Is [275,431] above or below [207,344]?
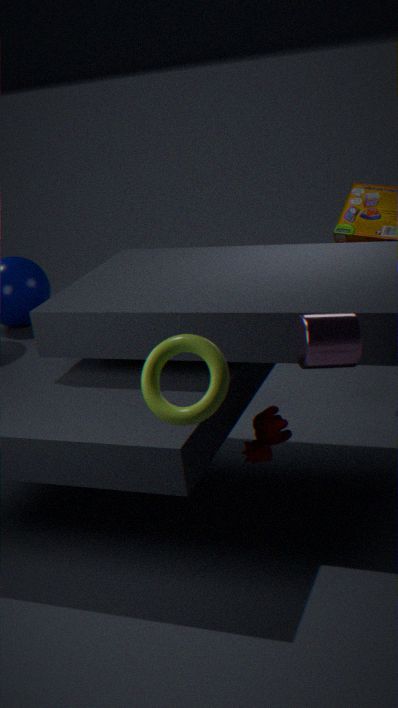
below
